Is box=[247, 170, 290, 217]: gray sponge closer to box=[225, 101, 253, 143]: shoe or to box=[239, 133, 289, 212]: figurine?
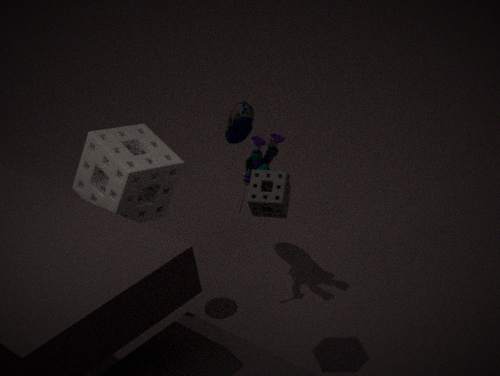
box=[239, 133, 289, 212]: figurine
